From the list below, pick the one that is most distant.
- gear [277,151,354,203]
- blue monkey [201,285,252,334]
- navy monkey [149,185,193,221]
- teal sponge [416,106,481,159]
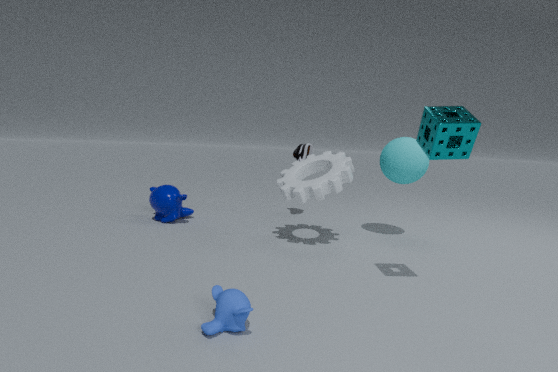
navy monkey [149,185,193,221]
